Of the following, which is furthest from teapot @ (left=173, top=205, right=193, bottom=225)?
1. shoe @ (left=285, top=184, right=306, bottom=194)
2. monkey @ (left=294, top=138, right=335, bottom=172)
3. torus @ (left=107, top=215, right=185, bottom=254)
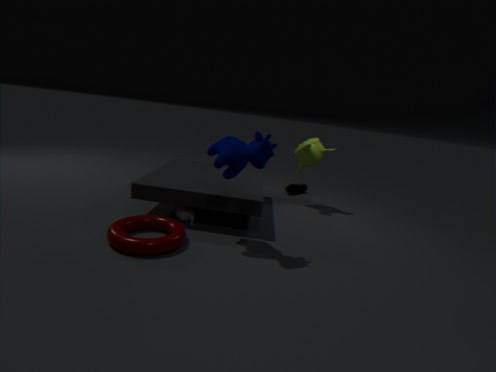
shoe @ (left=285, top=184, right=306, bottom=194)
